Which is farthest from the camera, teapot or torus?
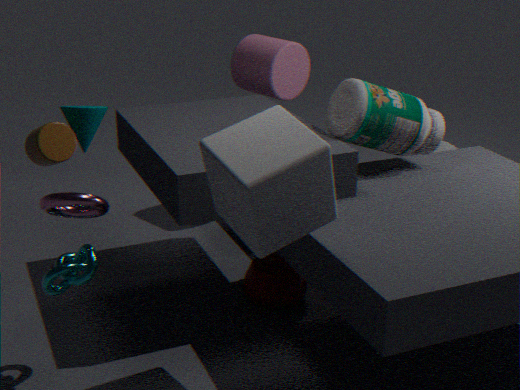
teapot
